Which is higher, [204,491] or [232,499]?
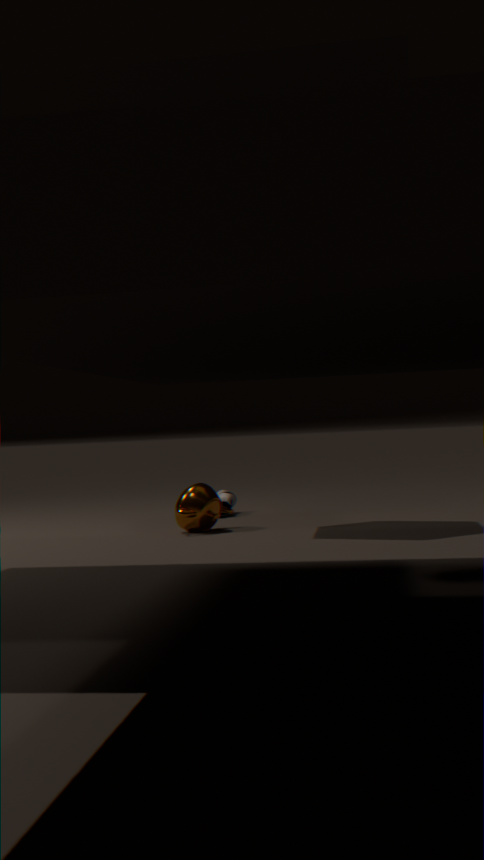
[204,491]
